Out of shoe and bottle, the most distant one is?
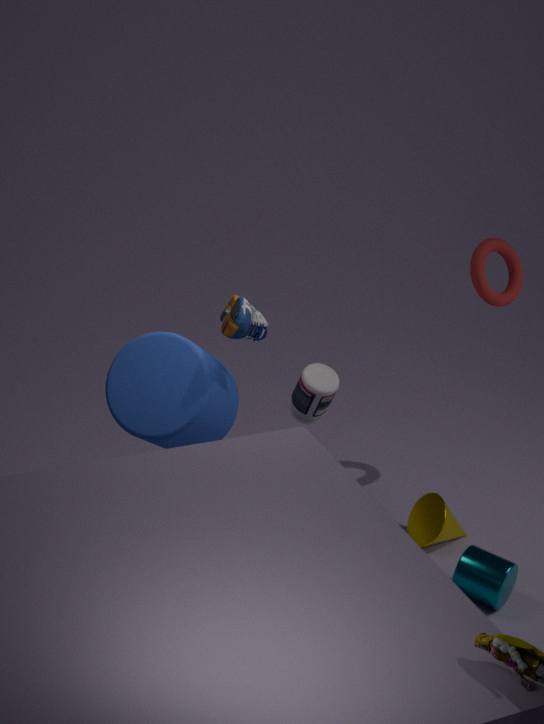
bottle
